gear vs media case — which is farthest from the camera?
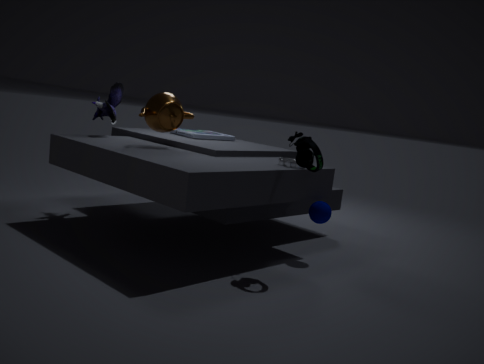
media case
